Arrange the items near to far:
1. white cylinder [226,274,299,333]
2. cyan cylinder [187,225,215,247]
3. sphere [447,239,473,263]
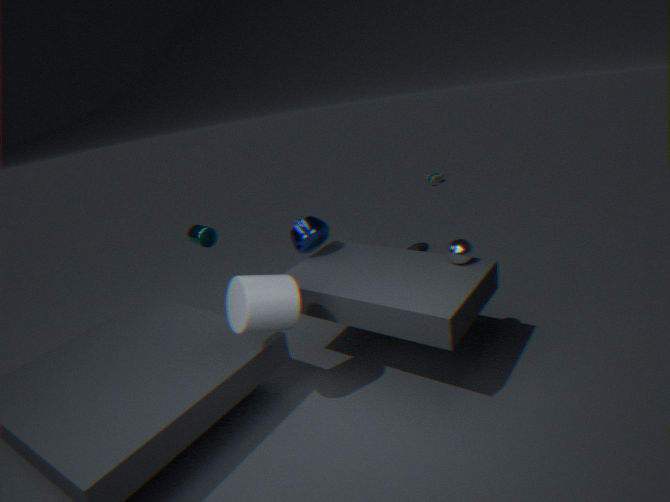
1. white cylinder [226,274,299,333]
2. sphere [447,239,473,263]
3. cyan cylinder [187,225,215,247]
